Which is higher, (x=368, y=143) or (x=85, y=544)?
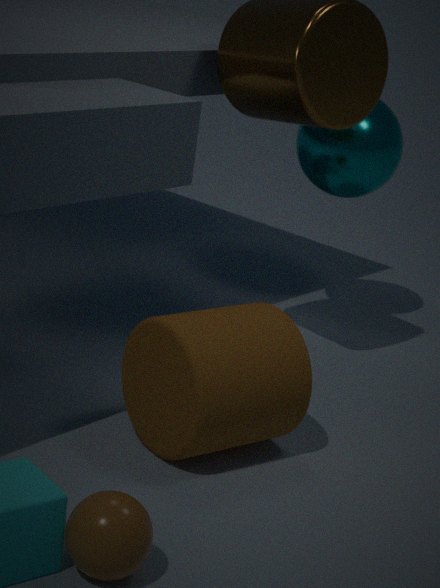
(x=368, y=143)
